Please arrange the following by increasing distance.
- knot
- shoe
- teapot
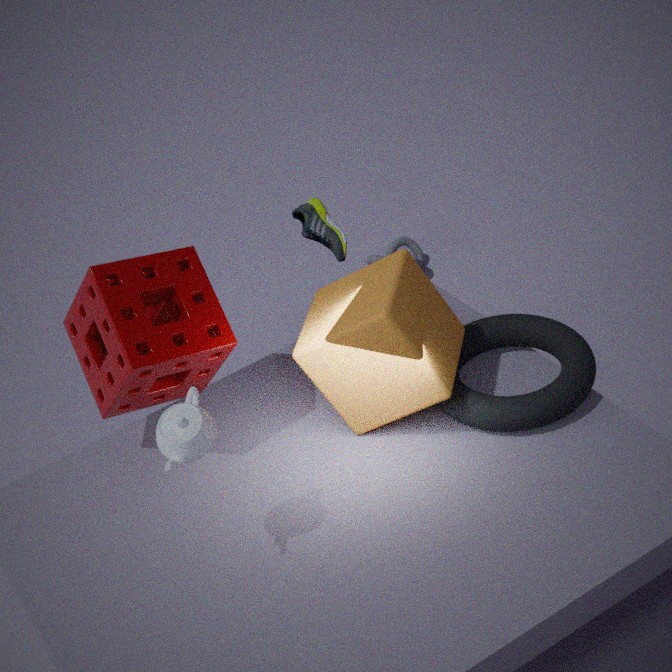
teapot, shoe, knot
